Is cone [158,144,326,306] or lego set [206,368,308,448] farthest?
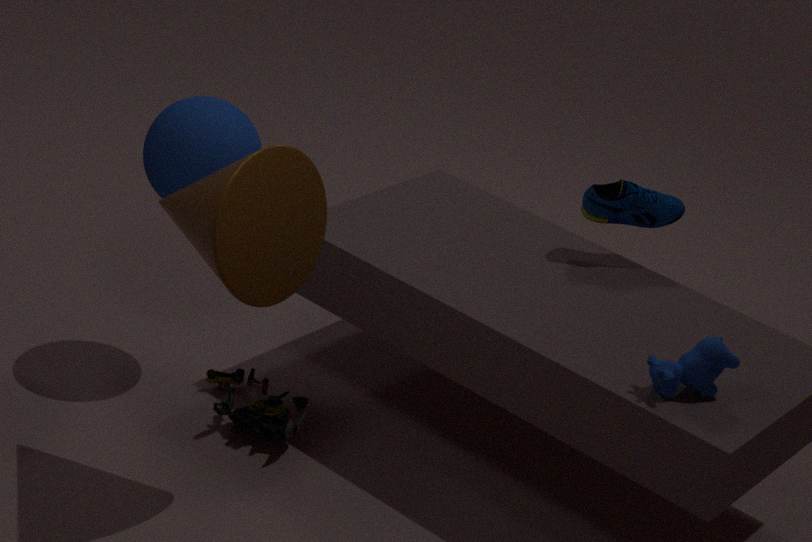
lego set [206,368,308,448]
